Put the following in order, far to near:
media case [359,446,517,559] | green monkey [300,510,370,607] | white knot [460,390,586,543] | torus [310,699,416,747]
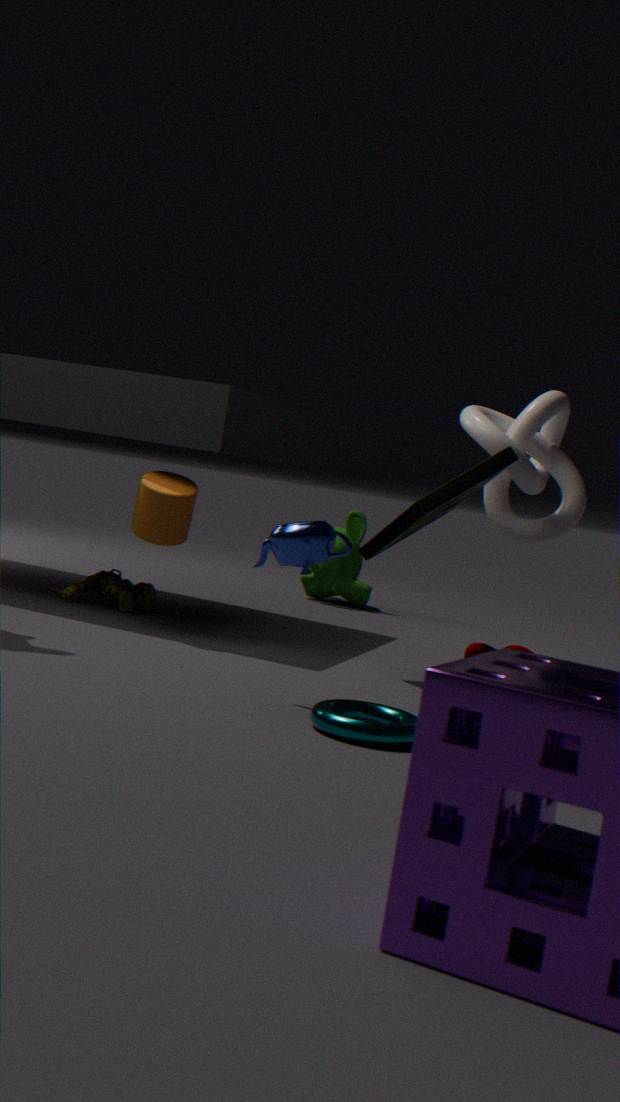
green monkey [300,510,370,607], white knot [460,390,586,543], media case [359,446,517,559], torus [310,699,416,747]
